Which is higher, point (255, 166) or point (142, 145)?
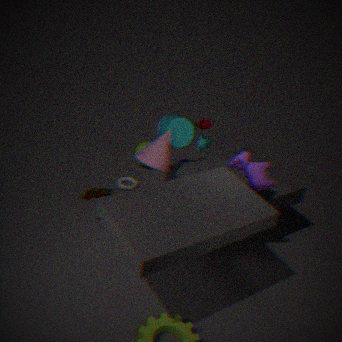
point (255, 166)
